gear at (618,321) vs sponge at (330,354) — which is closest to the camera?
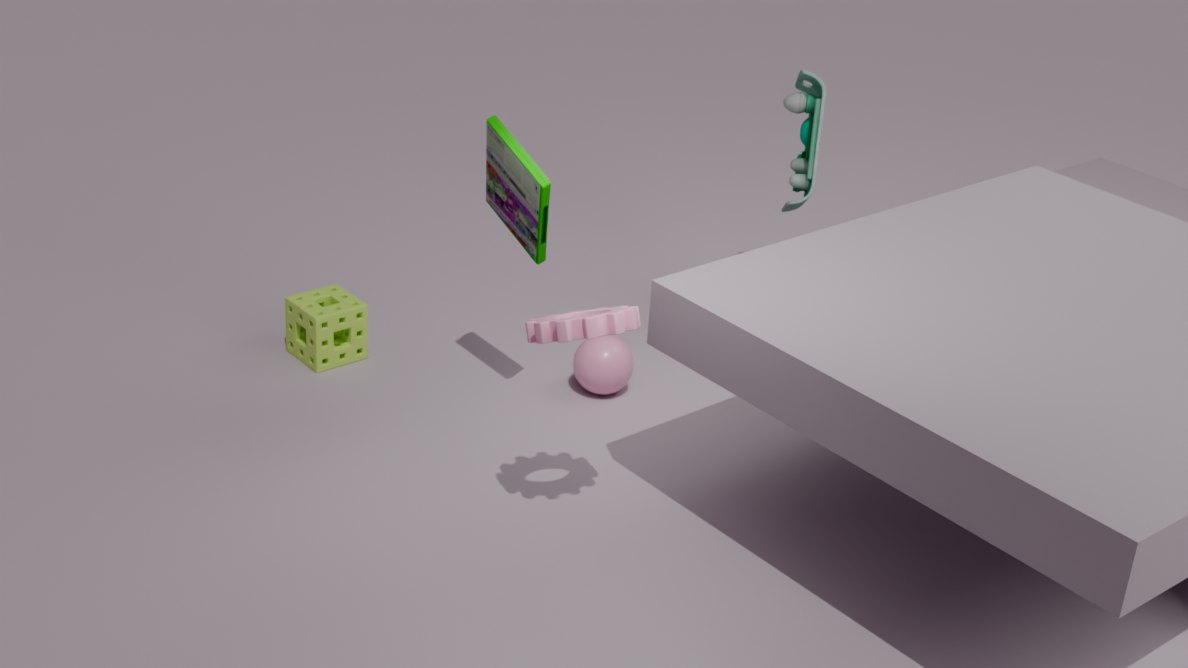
gear at (618,321)
